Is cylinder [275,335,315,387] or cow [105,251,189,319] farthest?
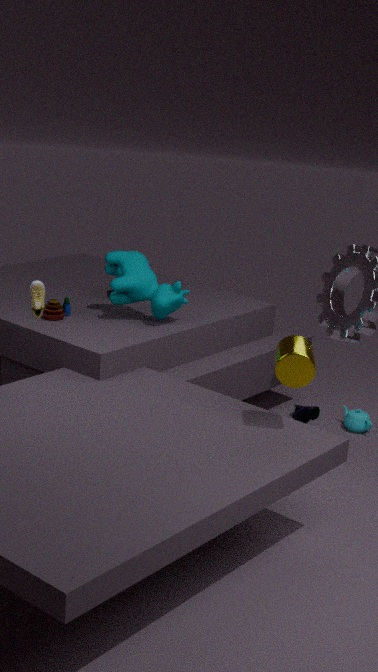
cow [105,251,189,319]
